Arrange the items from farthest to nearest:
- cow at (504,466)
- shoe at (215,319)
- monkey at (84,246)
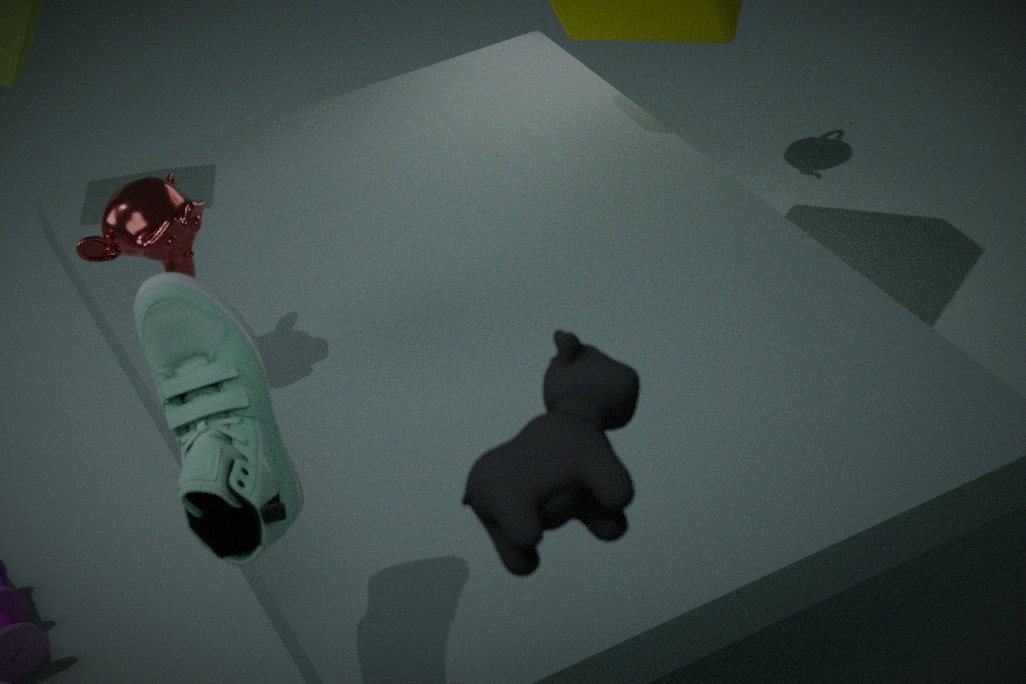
monkey at (84,246) < shoe at (215,319) < cow at (504,466)
